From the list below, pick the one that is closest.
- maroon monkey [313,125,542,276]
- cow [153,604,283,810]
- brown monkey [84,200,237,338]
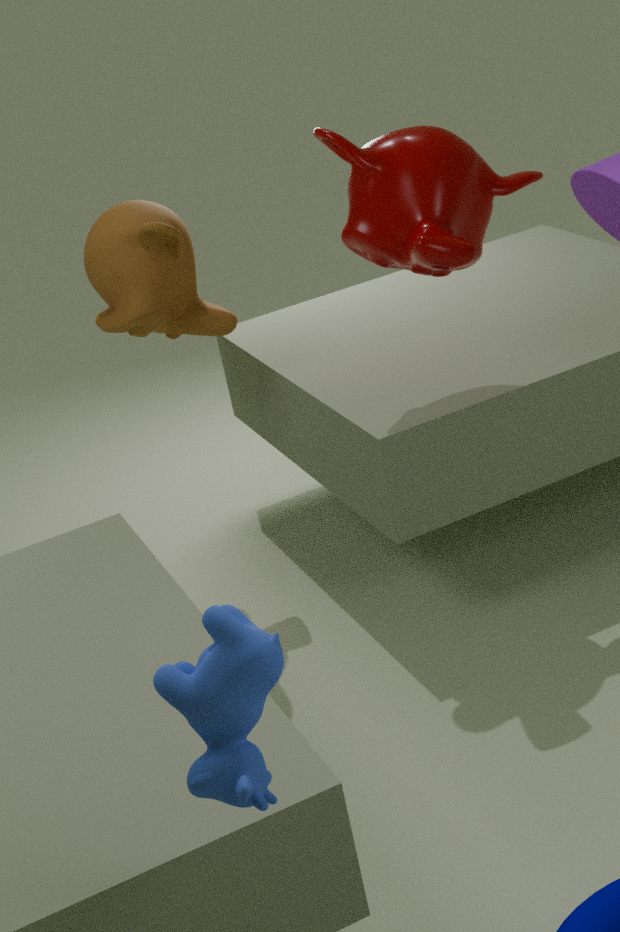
cow [153,604,283,810]
